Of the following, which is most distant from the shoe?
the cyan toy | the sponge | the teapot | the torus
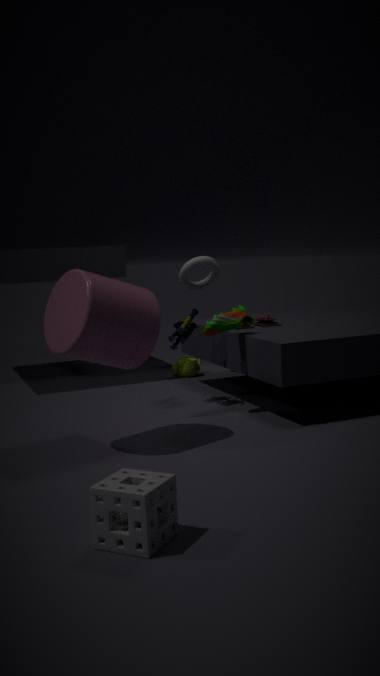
the sponge
